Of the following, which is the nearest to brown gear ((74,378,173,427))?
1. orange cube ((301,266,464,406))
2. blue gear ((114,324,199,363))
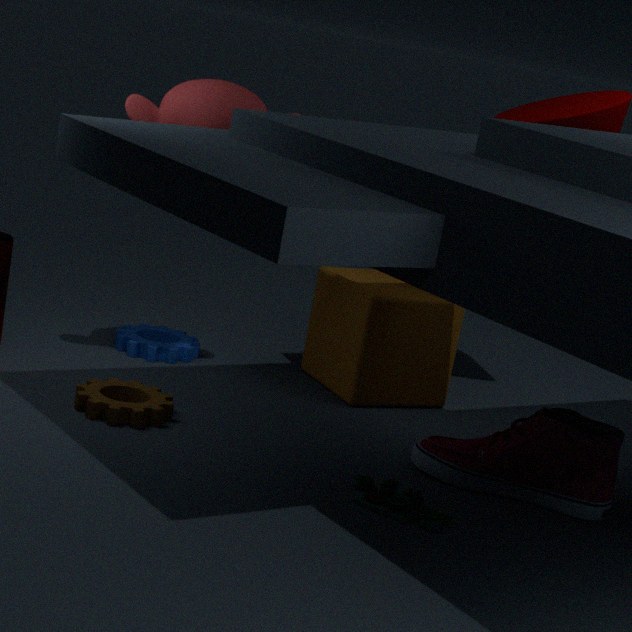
blue gear ((114,324,199,363))
